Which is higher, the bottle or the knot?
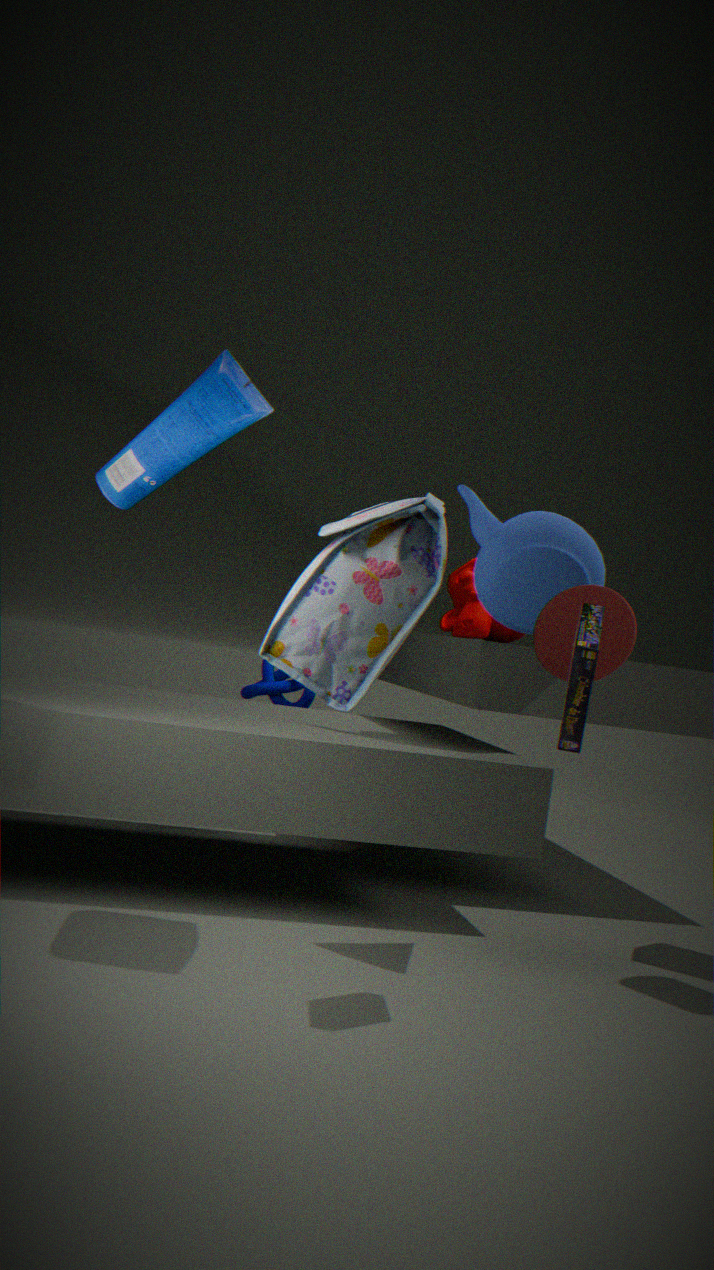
the bottle
